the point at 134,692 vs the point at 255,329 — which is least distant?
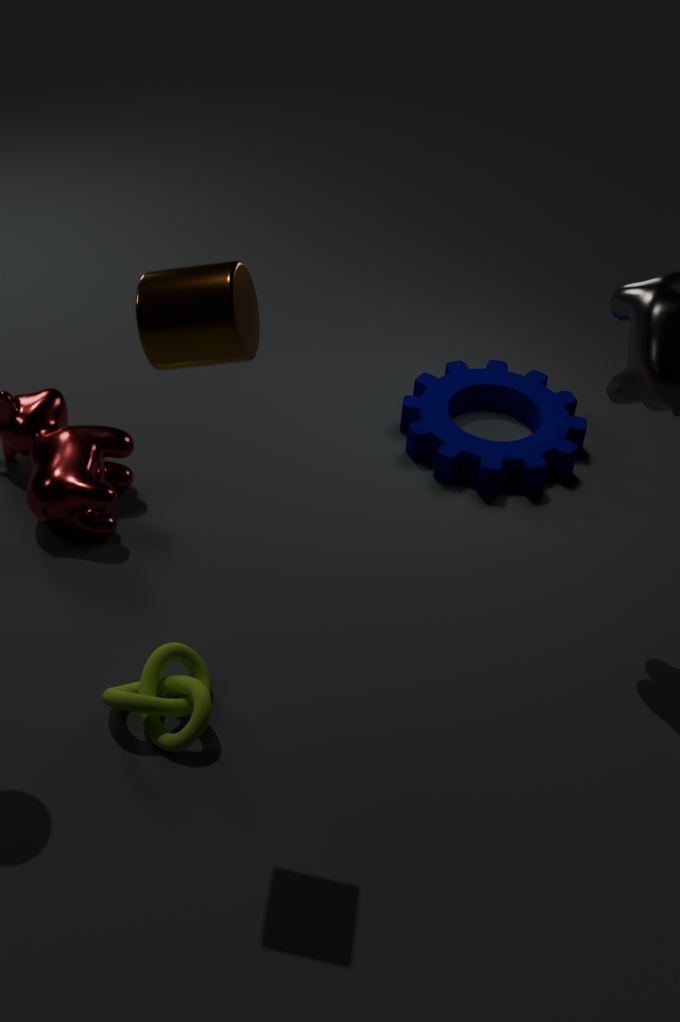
the point at 255,329
